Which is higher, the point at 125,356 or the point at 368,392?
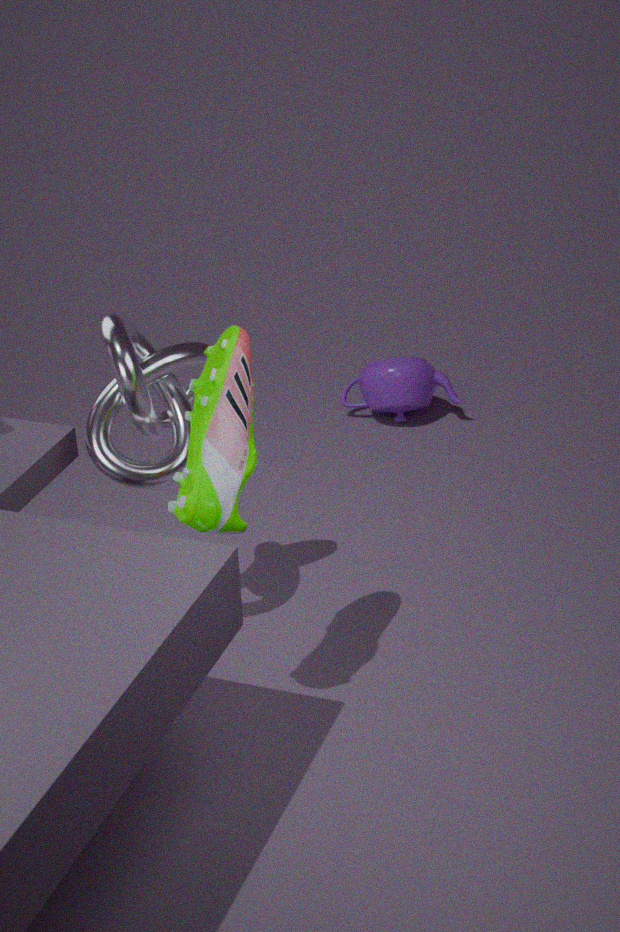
the point at 125,356
